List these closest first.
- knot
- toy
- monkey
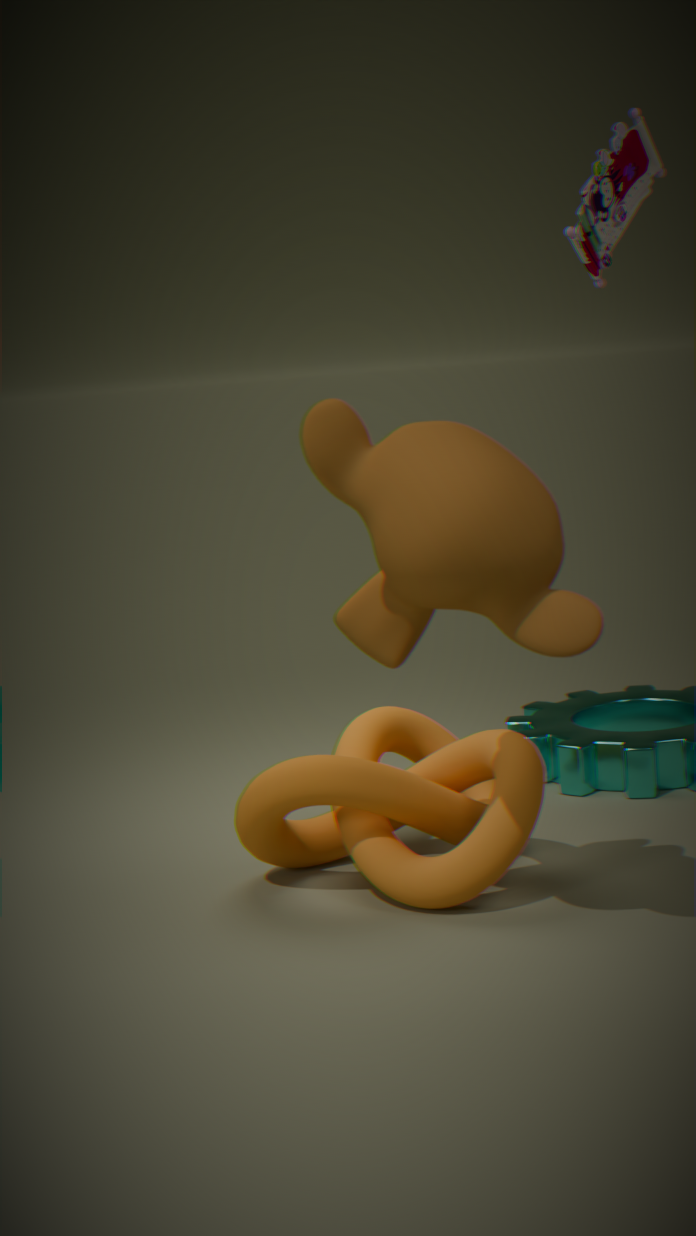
monkey < knot < toy
